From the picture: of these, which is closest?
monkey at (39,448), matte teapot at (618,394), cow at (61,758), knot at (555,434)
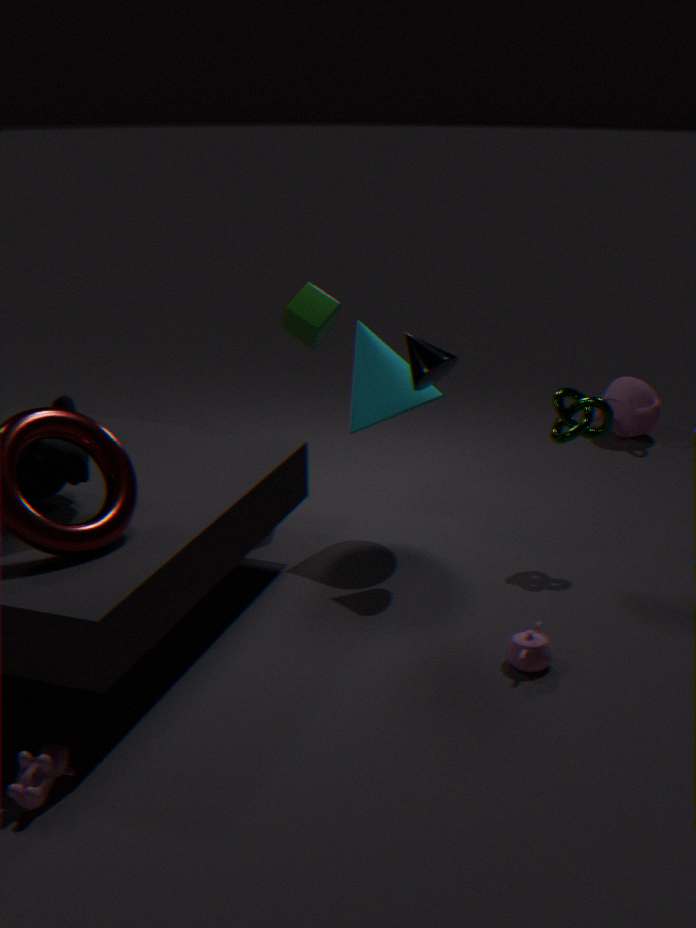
cow at (61,758)
